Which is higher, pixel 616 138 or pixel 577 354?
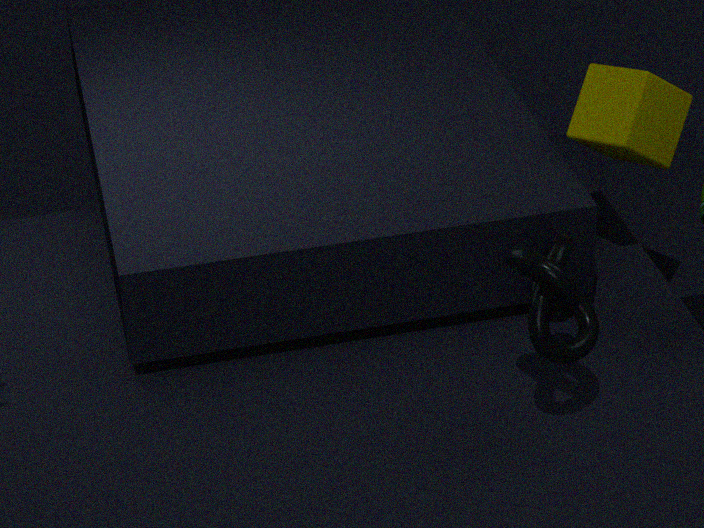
pixel 616 138
